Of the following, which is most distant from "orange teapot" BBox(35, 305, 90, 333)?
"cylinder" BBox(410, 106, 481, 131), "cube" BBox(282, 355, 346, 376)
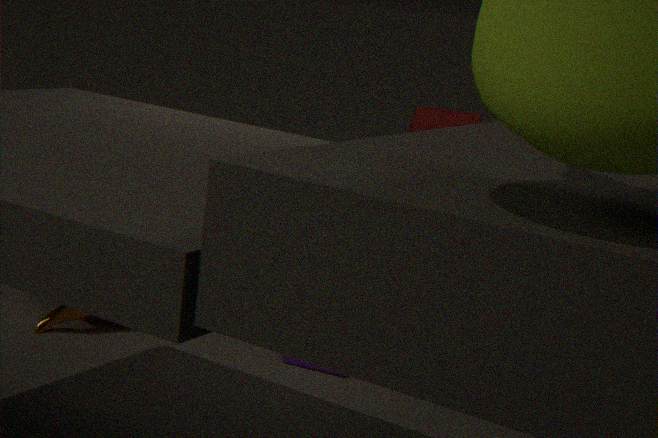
"cylinder" BBox(410, 106, 481, 131)
